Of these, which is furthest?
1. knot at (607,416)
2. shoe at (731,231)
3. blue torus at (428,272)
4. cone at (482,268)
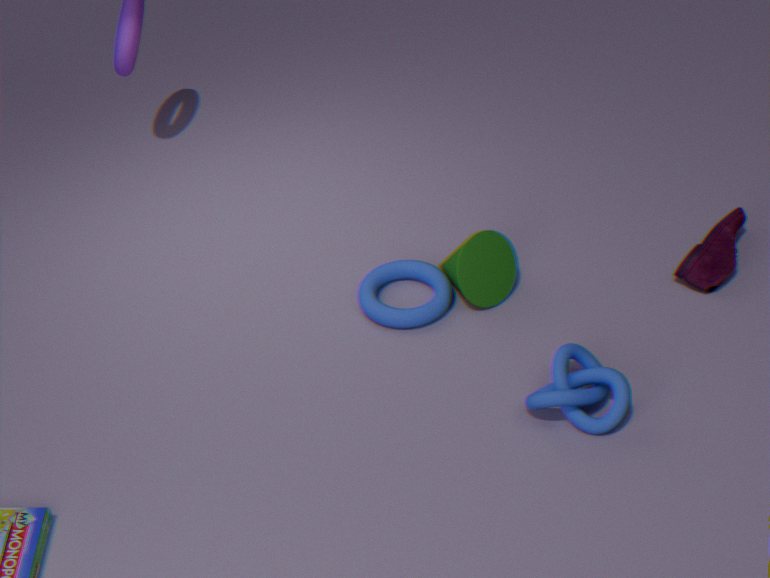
shoe at (731,231)
